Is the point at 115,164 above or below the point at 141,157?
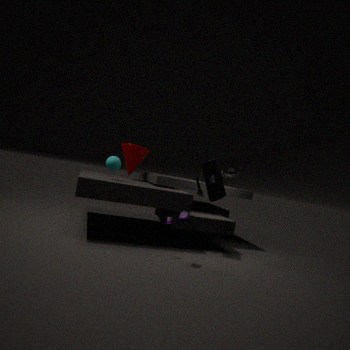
below
